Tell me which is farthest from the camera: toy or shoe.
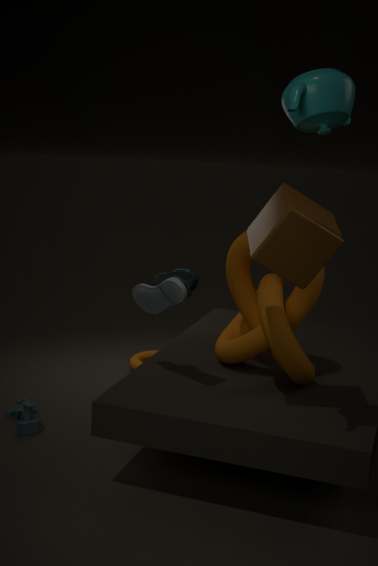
toy
